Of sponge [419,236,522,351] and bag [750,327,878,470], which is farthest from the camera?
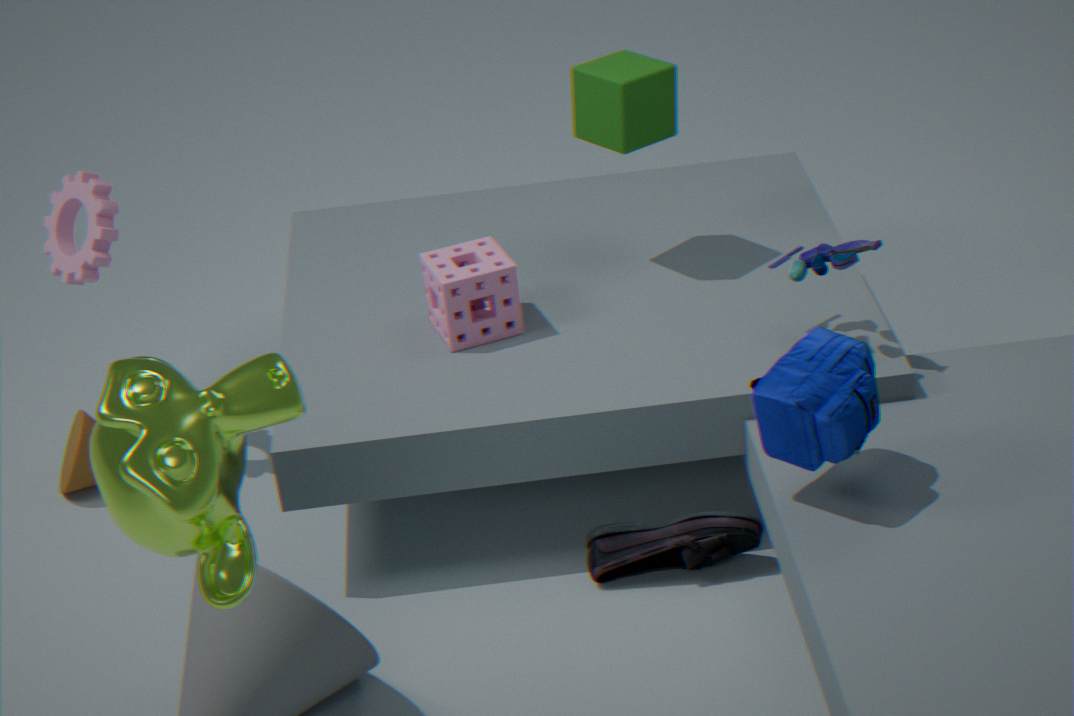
sponge [419,236,522,351]
